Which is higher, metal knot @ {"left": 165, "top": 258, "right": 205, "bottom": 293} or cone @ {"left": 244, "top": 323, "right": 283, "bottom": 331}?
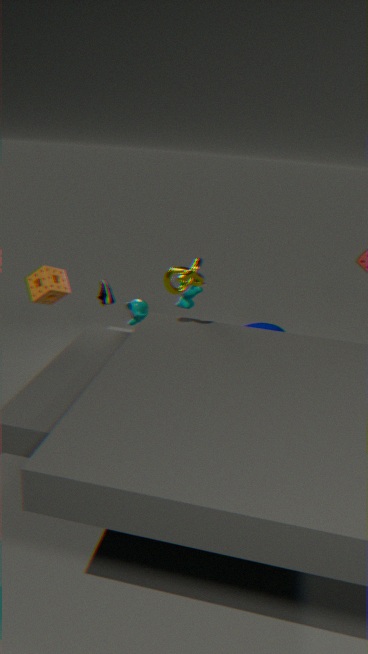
metal knot @ {"left": 165, "top": 258, "right": 205, "bottom": 293}
